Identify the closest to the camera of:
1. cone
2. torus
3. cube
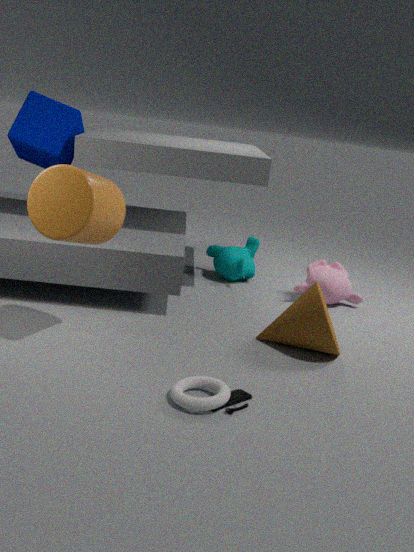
torus
